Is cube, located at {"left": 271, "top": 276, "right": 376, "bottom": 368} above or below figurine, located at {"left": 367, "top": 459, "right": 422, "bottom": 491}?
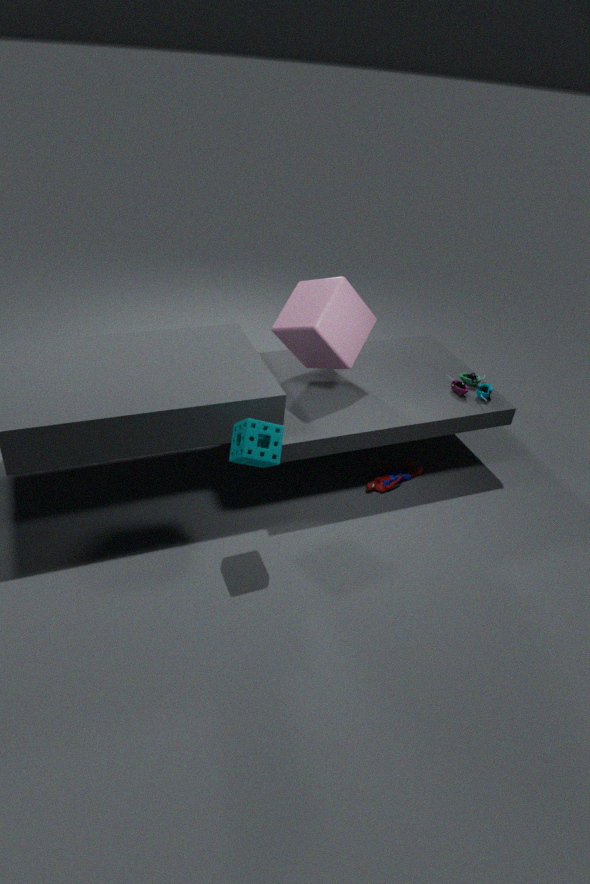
above
